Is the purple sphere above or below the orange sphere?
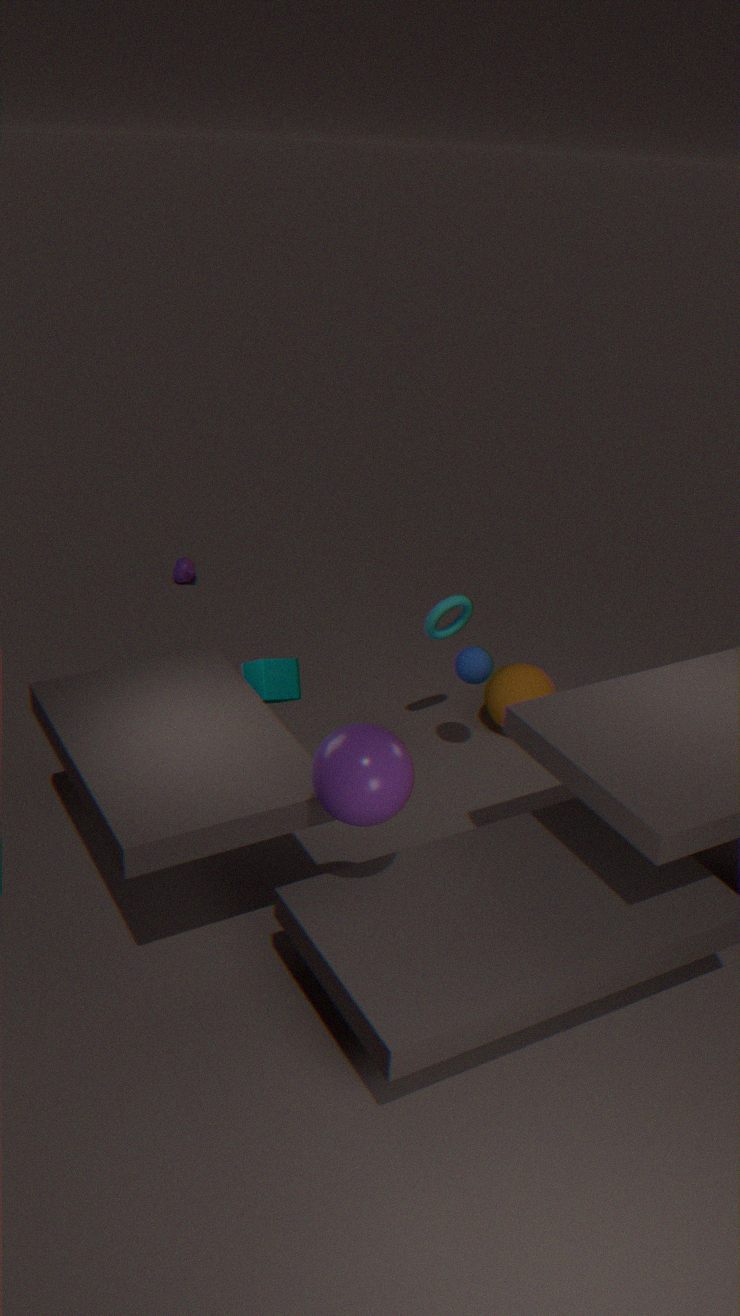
above
